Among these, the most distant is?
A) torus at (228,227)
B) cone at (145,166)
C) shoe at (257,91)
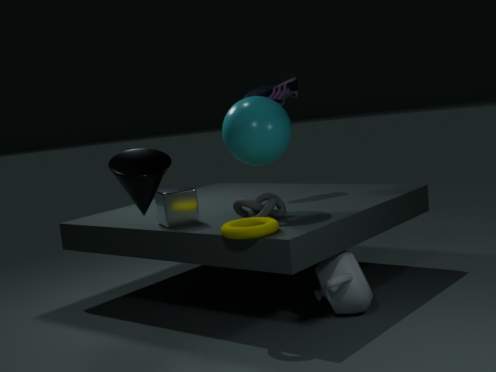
shoe at (257,91)
